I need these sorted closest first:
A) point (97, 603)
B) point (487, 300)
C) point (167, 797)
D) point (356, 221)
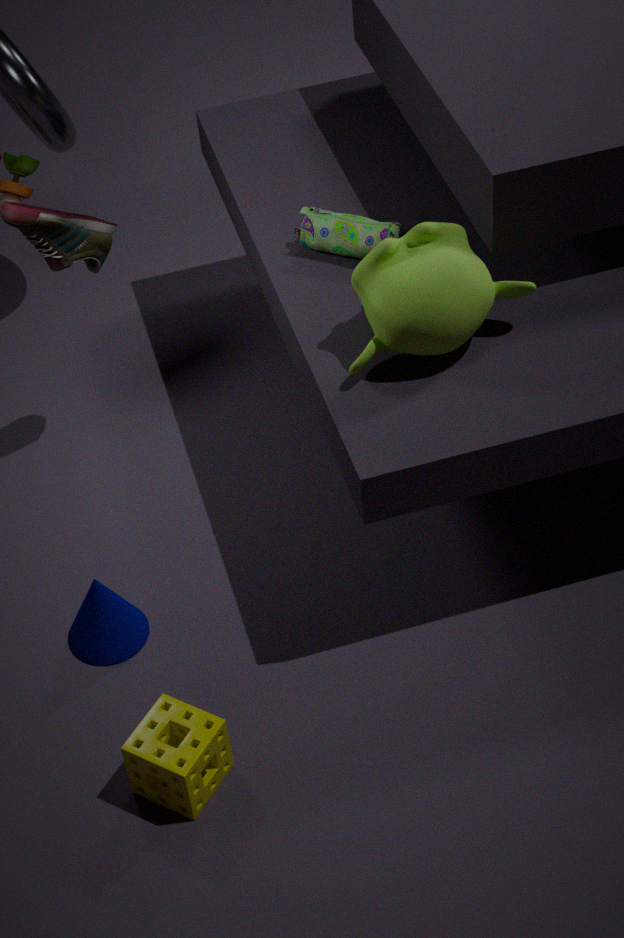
C. point (167, 797), B. point (487, 300), A. point (97, 603), D. point (356, 221)
